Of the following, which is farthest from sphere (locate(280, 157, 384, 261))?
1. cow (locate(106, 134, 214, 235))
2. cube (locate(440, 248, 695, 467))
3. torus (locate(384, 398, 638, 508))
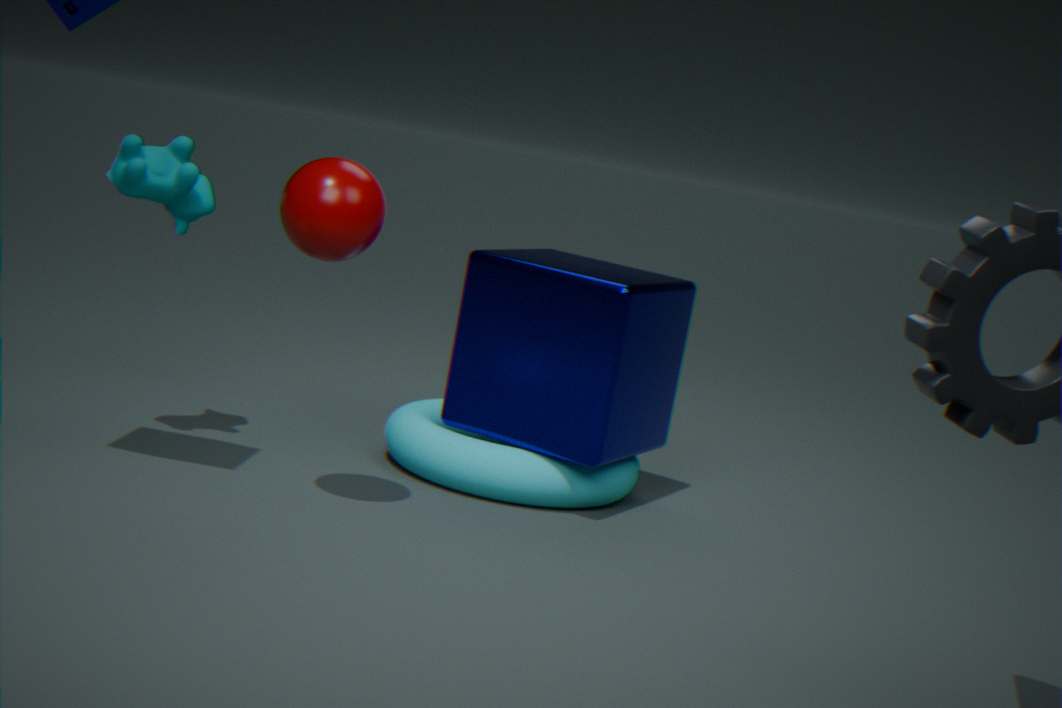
torus (locate(384, 398, 638, 508))
